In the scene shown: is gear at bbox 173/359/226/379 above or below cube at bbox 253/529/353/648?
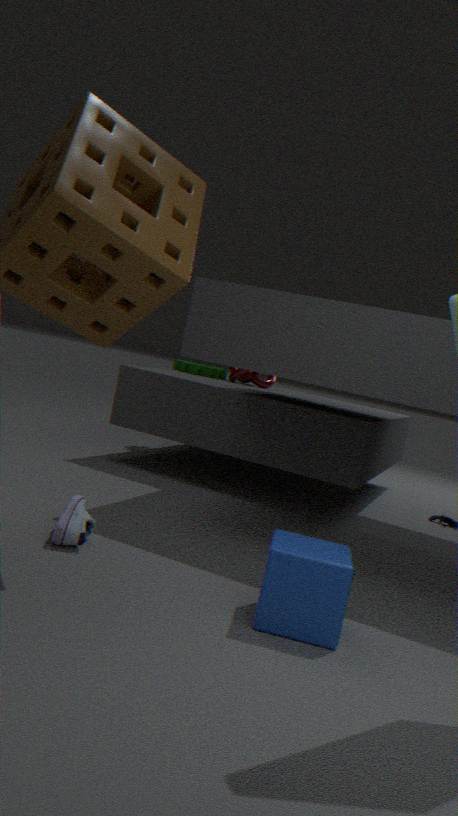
above
